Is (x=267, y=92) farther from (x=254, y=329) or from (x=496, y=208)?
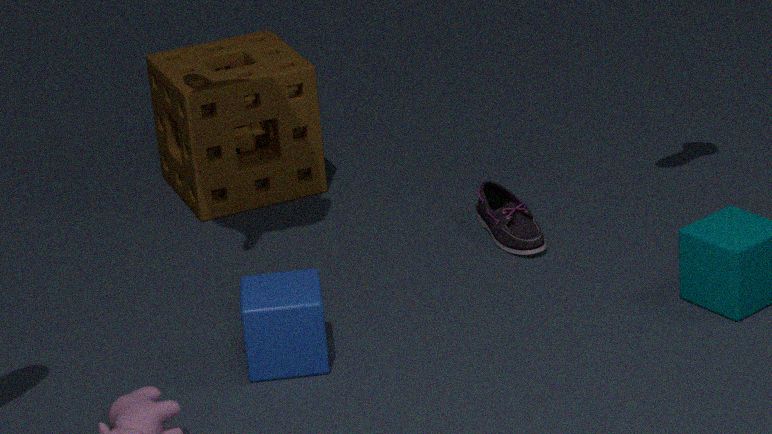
(x=254, y=329)
